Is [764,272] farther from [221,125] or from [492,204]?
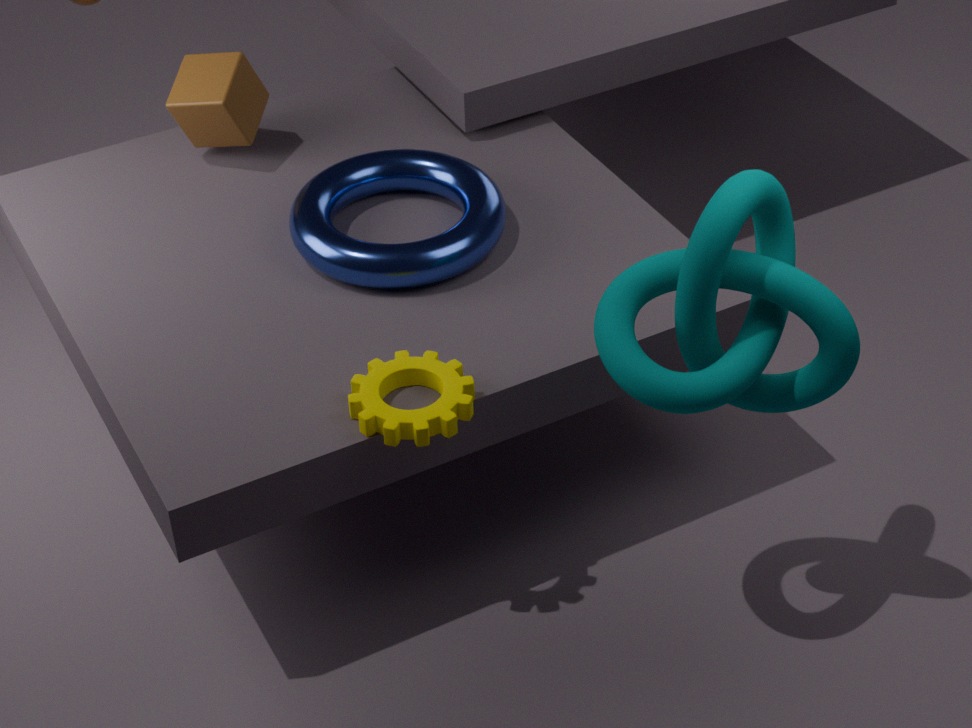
[221,125]
